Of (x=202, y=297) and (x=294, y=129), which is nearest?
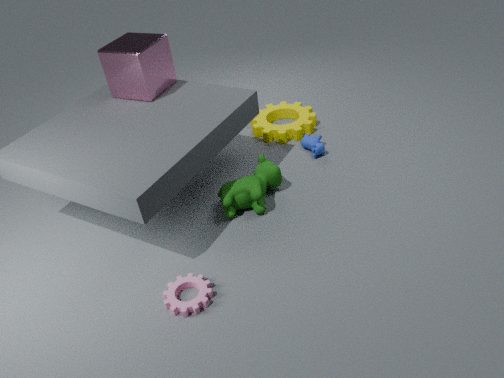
(x=202, y=297)
